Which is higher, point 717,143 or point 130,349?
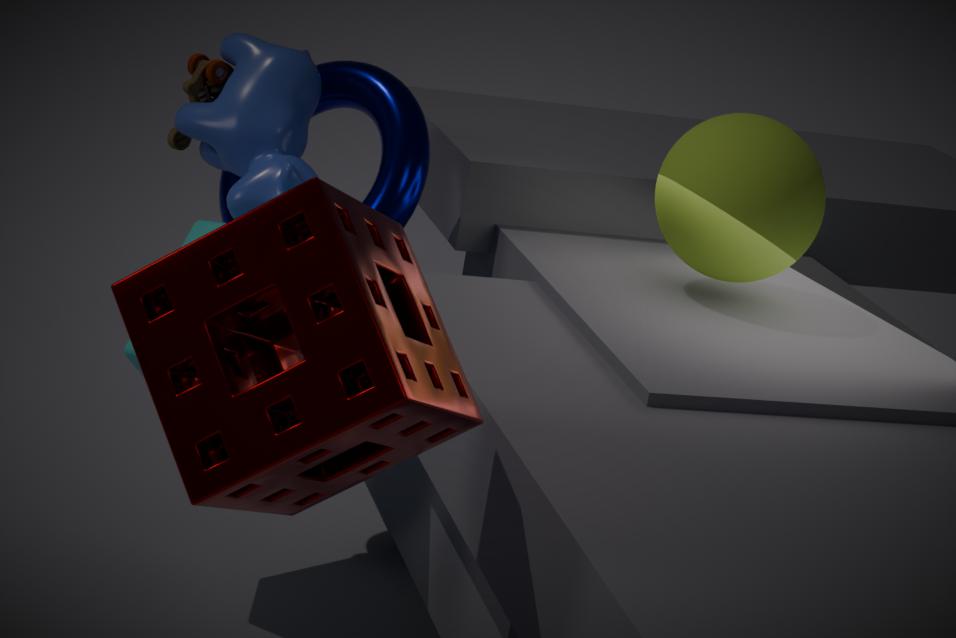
point 717,143
